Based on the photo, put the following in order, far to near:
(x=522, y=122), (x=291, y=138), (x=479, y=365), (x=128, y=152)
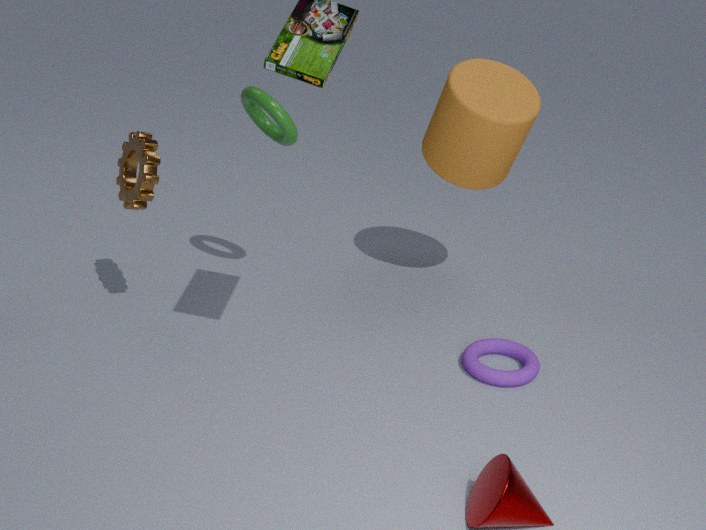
(x=291, y=138), (x=522, y=122), (x=128, y=152), (x=479, y=365)
